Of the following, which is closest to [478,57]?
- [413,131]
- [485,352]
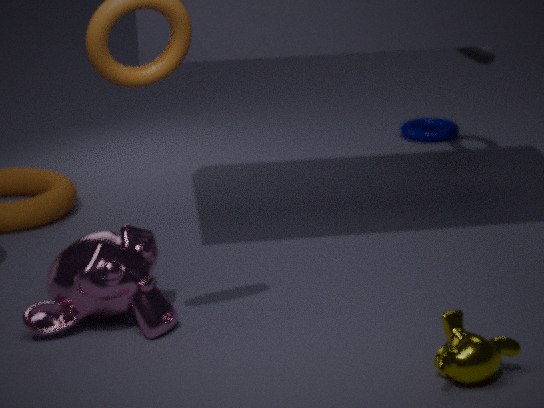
[413,131]
